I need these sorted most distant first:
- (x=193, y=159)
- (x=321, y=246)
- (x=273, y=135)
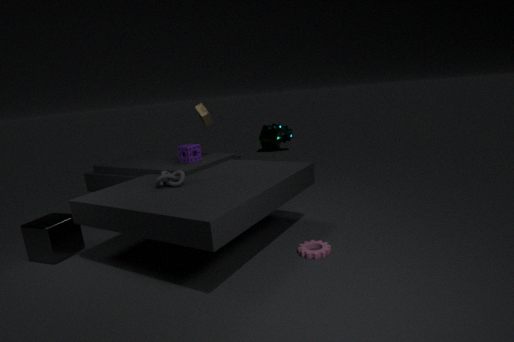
(x=273, y=135)
(x=193, y=159)
(x=321, y=246)
